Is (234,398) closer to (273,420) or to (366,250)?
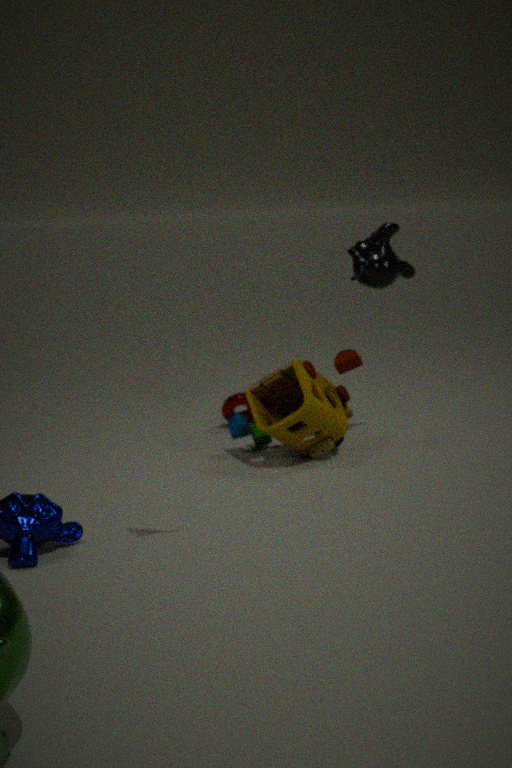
(273,420)
